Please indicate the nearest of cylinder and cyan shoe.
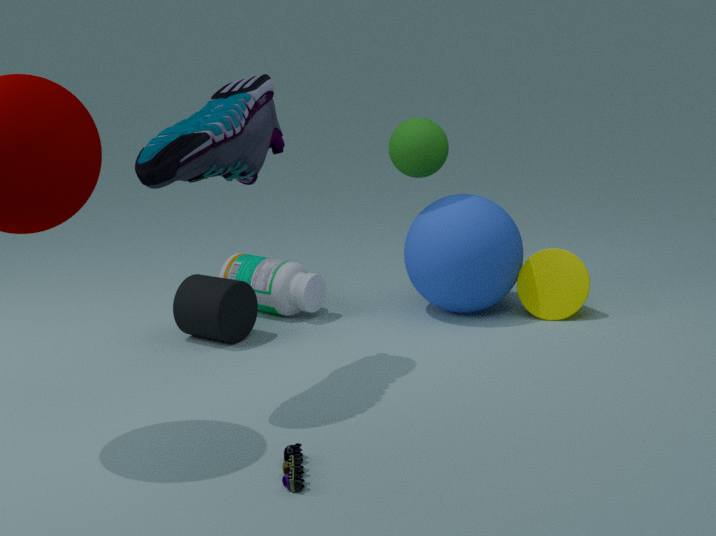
cyan shoe
